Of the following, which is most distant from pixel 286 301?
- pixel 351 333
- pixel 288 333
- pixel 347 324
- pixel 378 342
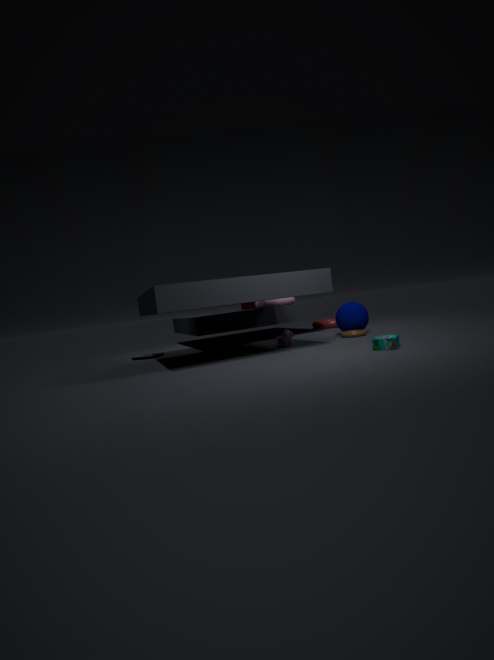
pixel 378 342
